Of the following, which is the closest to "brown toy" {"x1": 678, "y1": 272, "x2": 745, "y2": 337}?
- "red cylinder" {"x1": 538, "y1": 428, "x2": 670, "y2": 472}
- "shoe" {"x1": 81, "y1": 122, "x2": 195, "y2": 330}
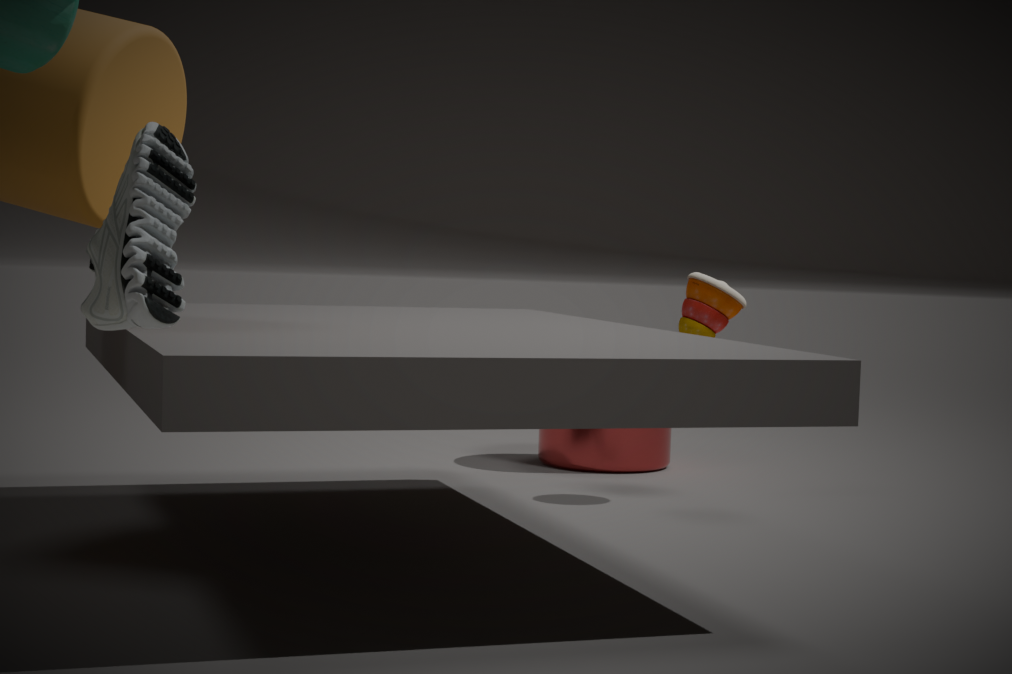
"red cylinder" {"x1": 538, "y1": 428, "x2": 670, "y2": 472}
